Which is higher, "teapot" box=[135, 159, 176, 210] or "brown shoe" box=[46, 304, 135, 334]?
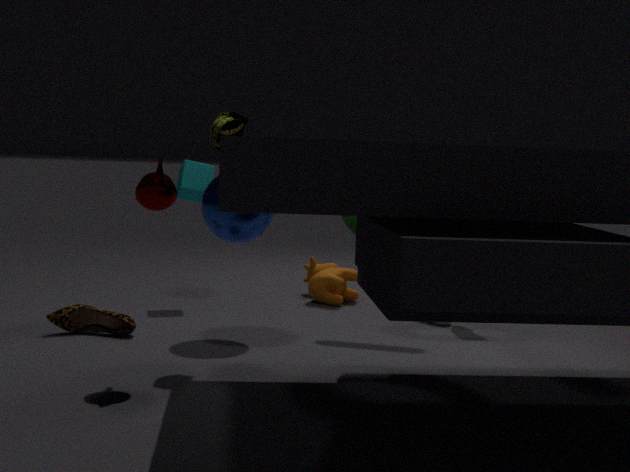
"teapot" box=[135, 159, 176, 210]
